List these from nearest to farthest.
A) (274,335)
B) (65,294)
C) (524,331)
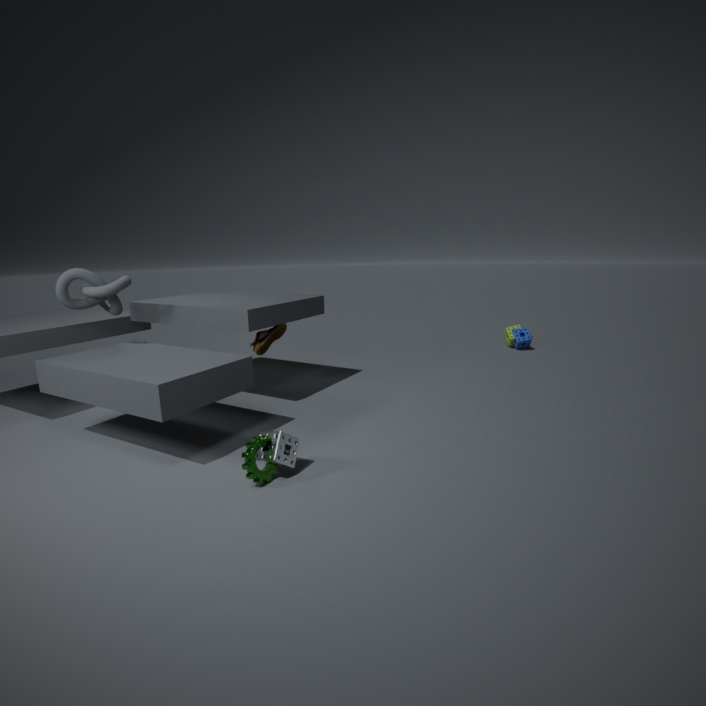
(65,294) < (274,335) < (524,331)
